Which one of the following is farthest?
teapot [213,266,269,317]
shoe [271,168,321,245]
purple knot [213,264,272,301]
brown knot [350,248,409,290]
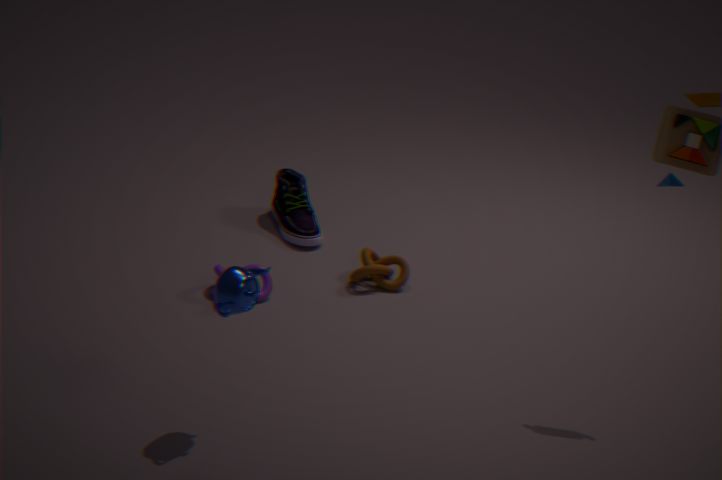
shoe [271,168,321,245]
